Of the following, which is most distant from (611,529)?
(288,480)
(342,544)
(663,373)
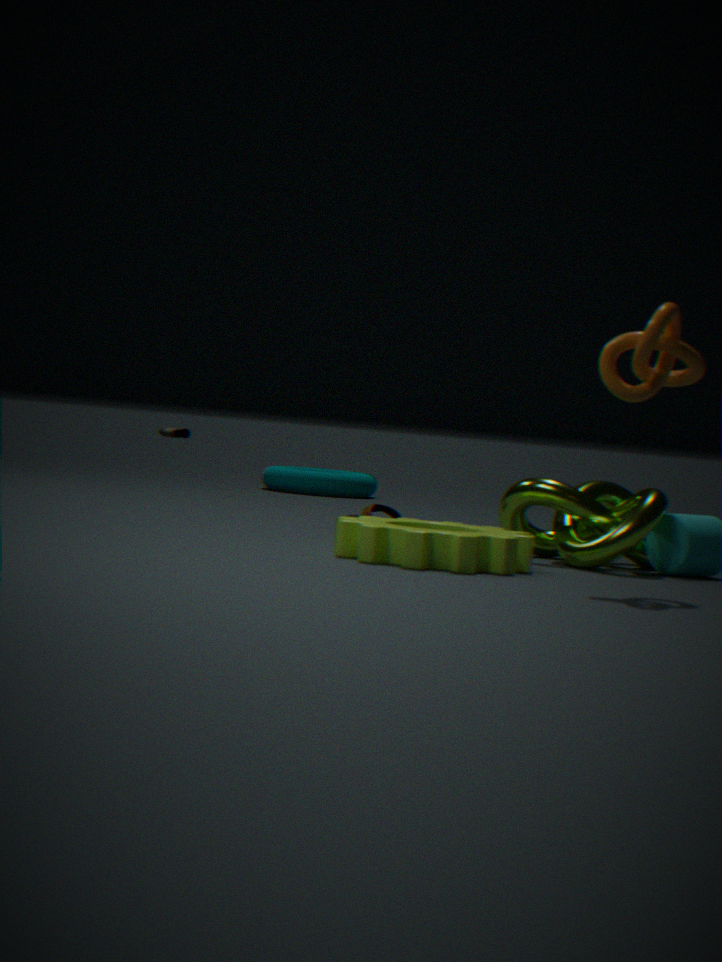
(288,480)
